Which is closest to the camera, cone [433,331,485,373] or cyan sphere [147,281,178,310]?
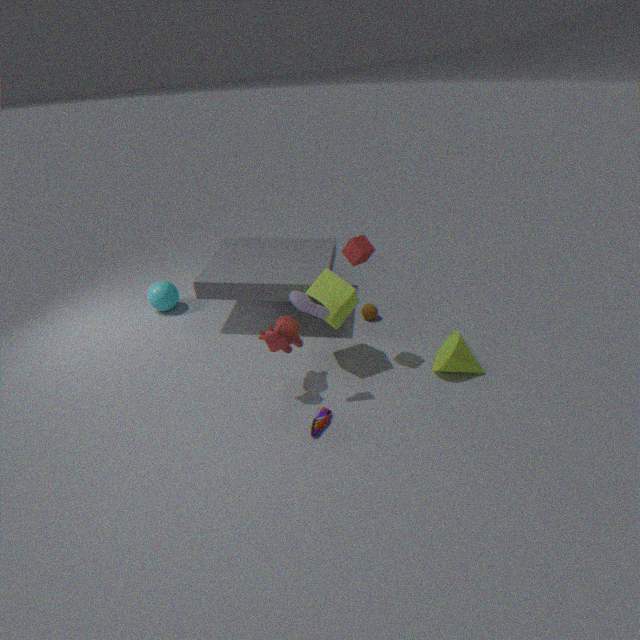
cone [433,331,485,373]
